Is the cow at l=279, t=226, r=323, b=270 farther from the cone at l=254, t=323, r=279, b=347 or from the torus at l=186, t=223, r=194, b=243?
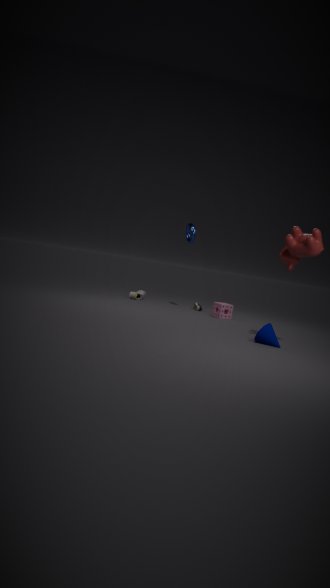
the torus at l=186, t=223, r=194, b=243
